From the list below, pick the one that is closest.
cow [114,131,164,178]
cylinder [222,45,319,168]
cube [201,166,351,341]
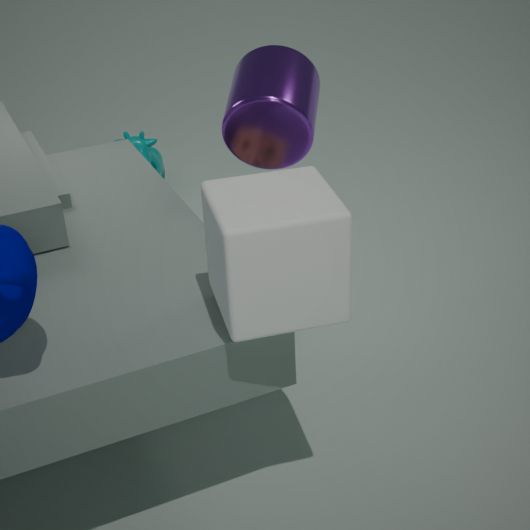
cube [201,166,351,341]
